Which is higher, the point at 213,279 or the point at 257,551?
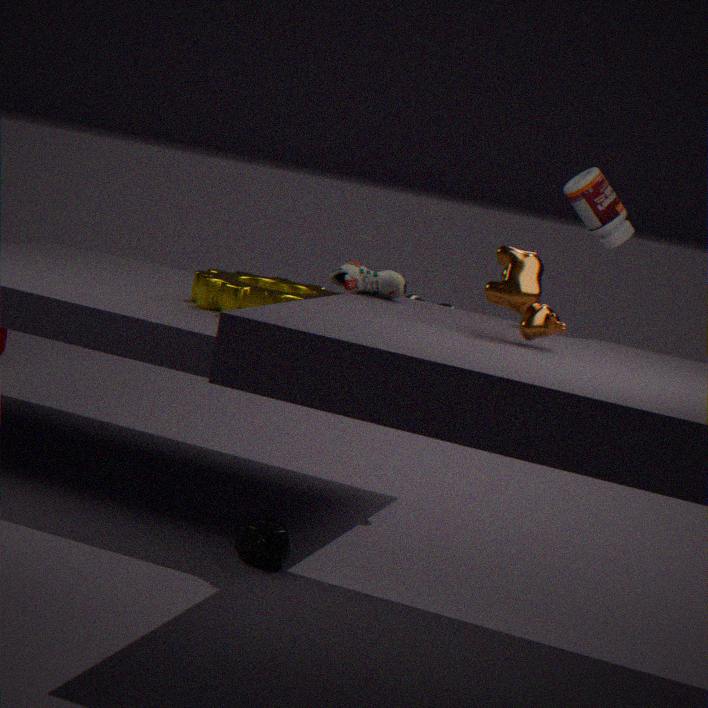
the point at 213,279
